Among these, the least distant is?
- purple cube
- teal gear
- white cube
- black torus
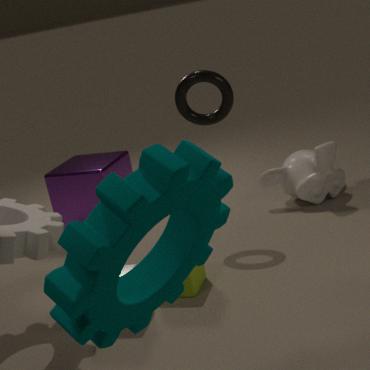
teal gear
